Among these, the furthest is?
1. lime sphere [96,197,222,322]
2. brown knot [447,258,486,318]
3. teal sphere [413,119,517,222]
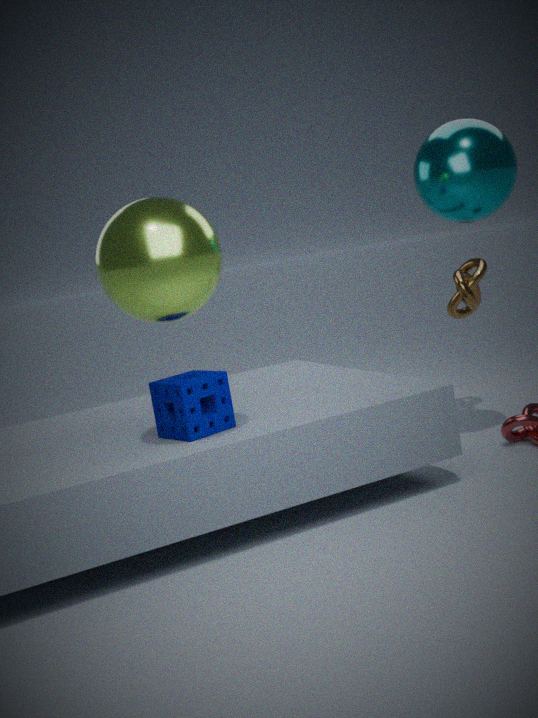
brown knot [447,258,486,318]
